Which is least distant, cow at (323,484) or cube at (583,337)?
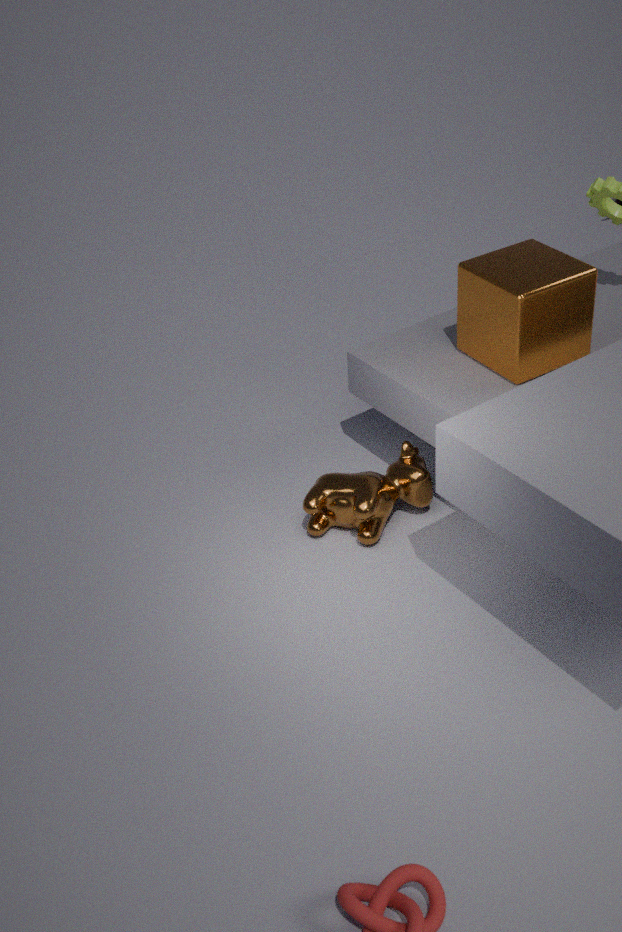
cube at (583,337)
